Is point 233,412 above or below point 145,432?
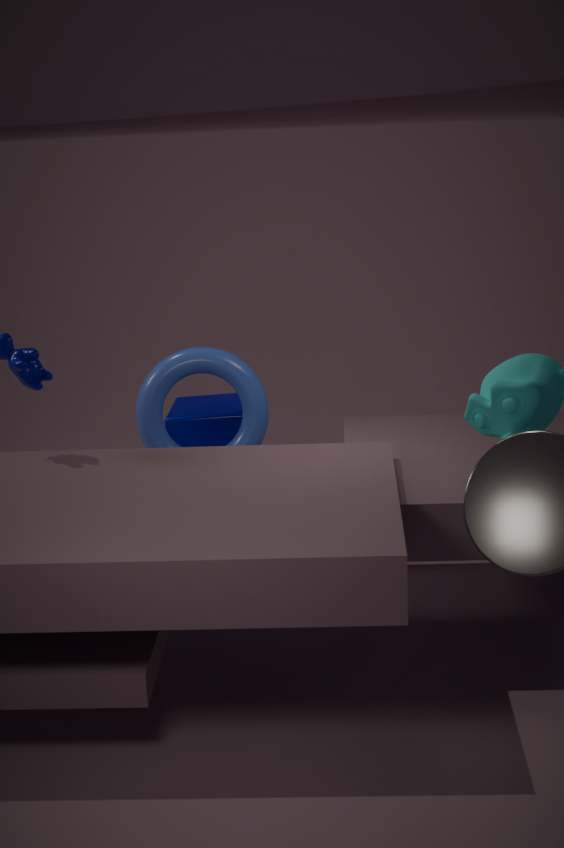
below
